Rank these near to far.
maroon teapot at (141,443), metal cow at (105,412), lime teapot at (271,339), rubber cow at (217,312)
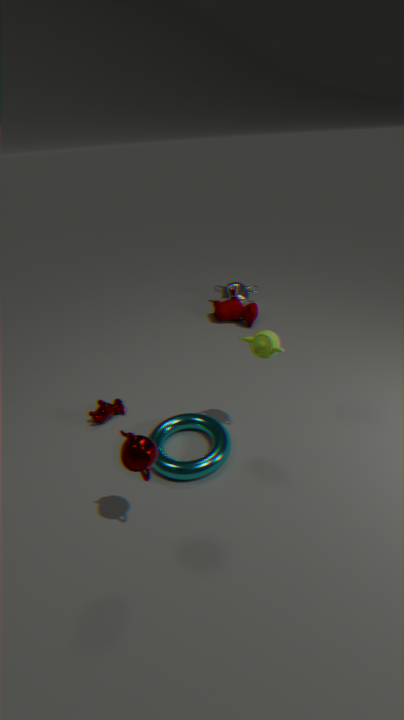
maroon teapot at (141,443)
lime teapot at (271,339)
metal cow at (105,412)
rubber cow at (217,312)
